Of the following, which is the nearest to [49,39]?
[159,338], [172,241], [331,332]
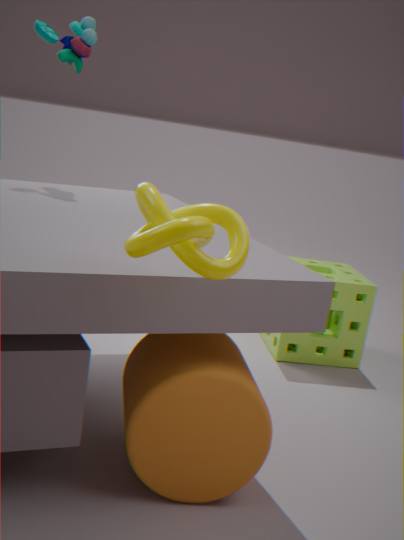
[172,241]
